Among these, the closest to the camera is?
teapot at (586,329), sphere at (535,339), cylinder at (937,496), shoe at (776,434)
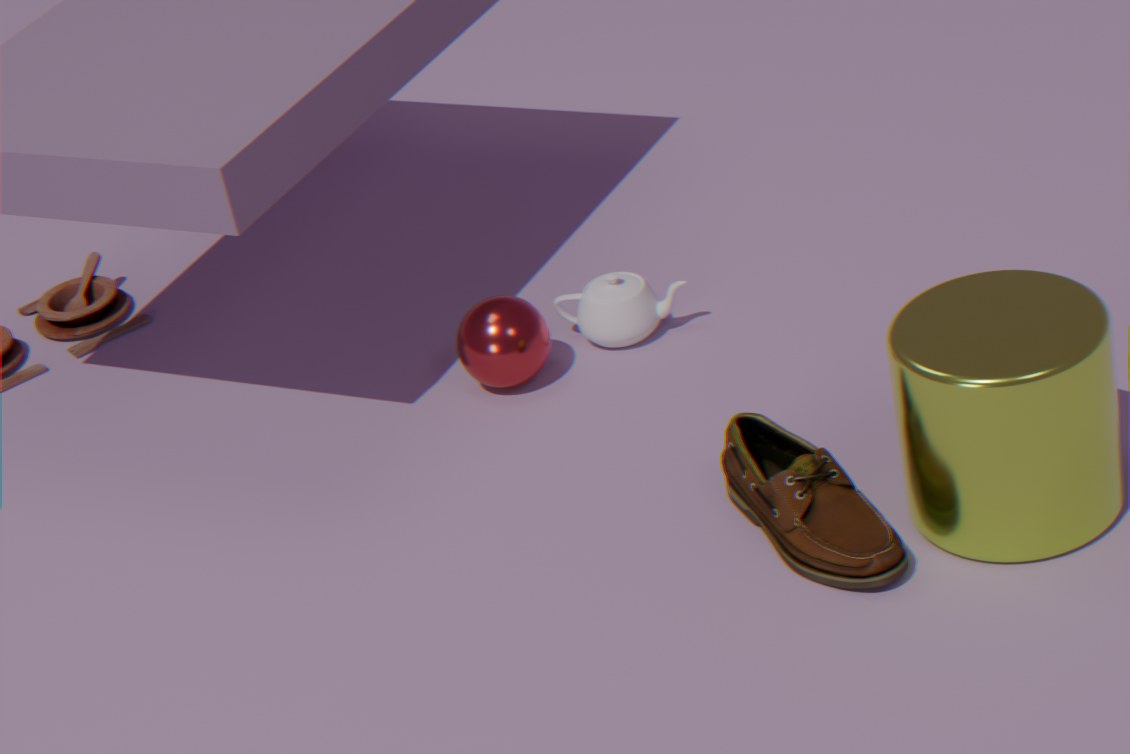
cylinder at (937,496)
